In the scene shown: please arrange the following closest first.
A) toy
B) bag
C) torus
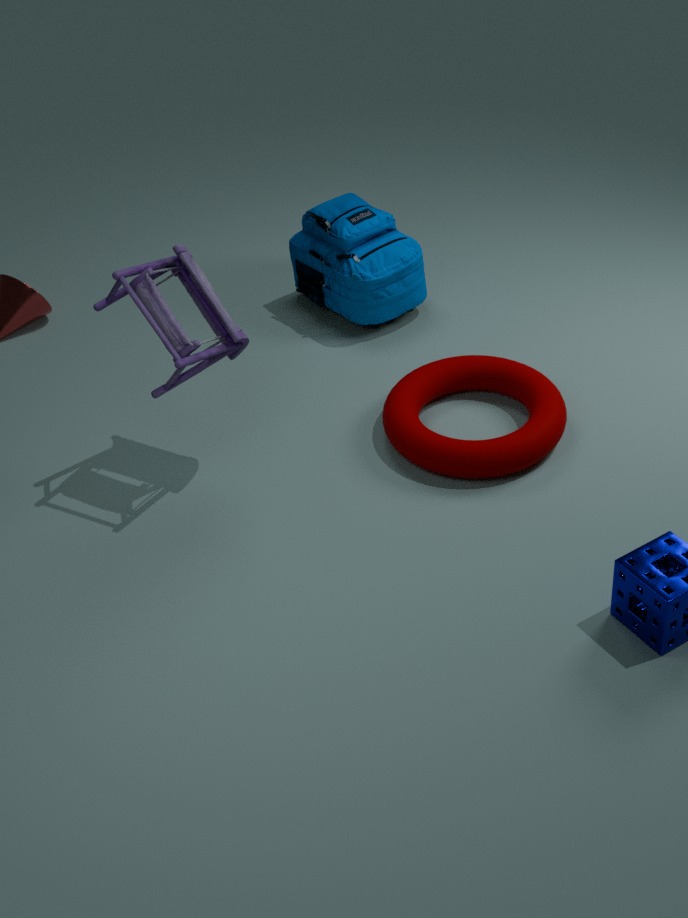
toy → torus → bag
